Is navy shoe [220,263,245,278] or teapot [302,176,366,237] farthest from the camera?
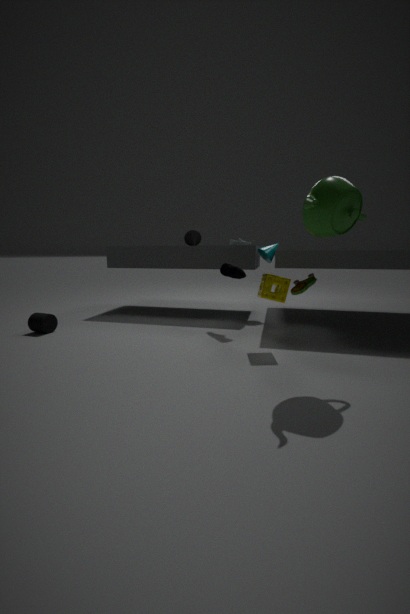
navy shoe [220,263,245,278]
